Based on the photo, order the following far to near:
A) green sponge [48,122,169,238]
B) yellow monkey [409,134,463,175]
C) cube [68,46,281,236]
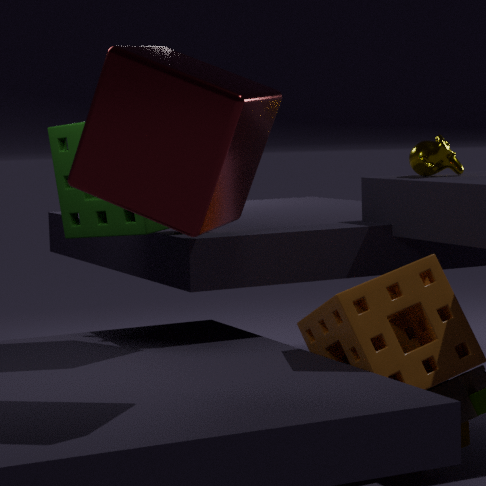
1. yellow monkey [409,134,463,175]
2. green sponge [48,122,169,238]
3. cube [68,46,281,236]
